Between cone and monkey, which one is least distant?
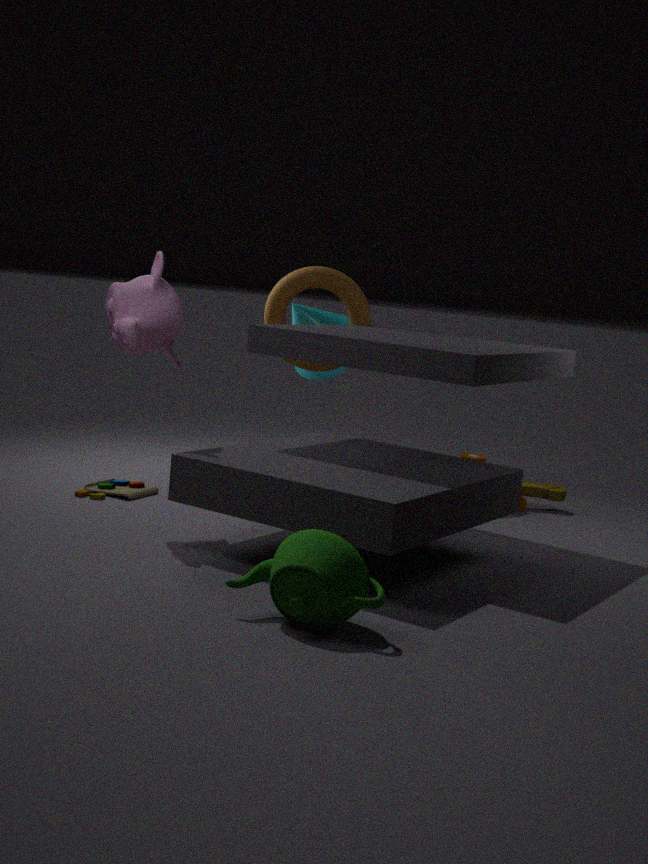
monkey
